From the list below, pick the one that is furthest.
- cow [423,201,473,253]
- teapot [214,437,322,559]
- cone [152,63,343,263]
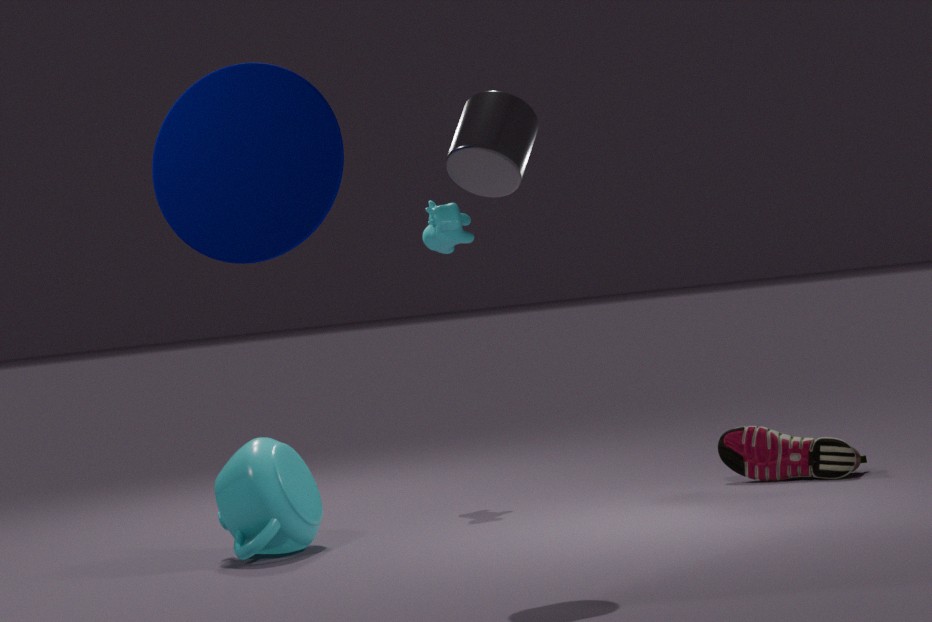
cow [423,201,473,253]
